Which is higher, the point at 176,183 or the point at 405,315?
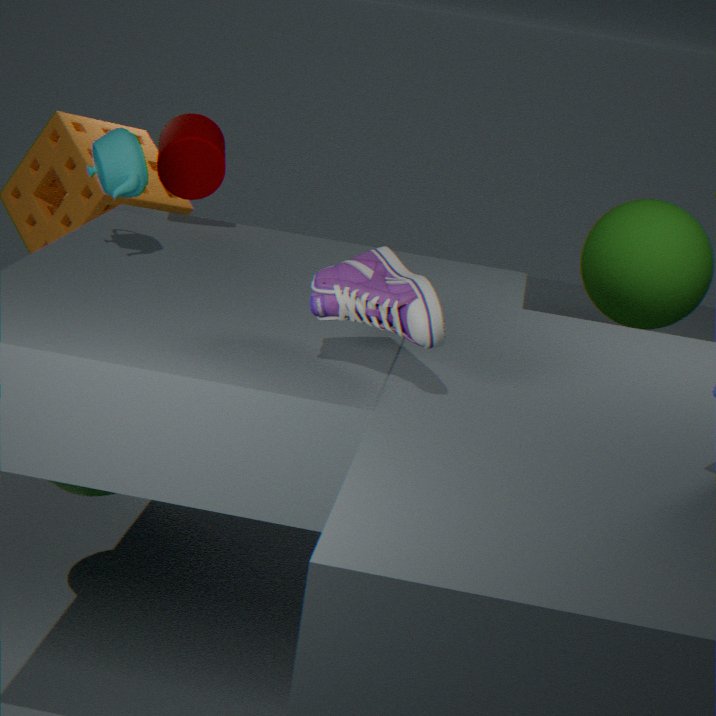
the point at 176,183
